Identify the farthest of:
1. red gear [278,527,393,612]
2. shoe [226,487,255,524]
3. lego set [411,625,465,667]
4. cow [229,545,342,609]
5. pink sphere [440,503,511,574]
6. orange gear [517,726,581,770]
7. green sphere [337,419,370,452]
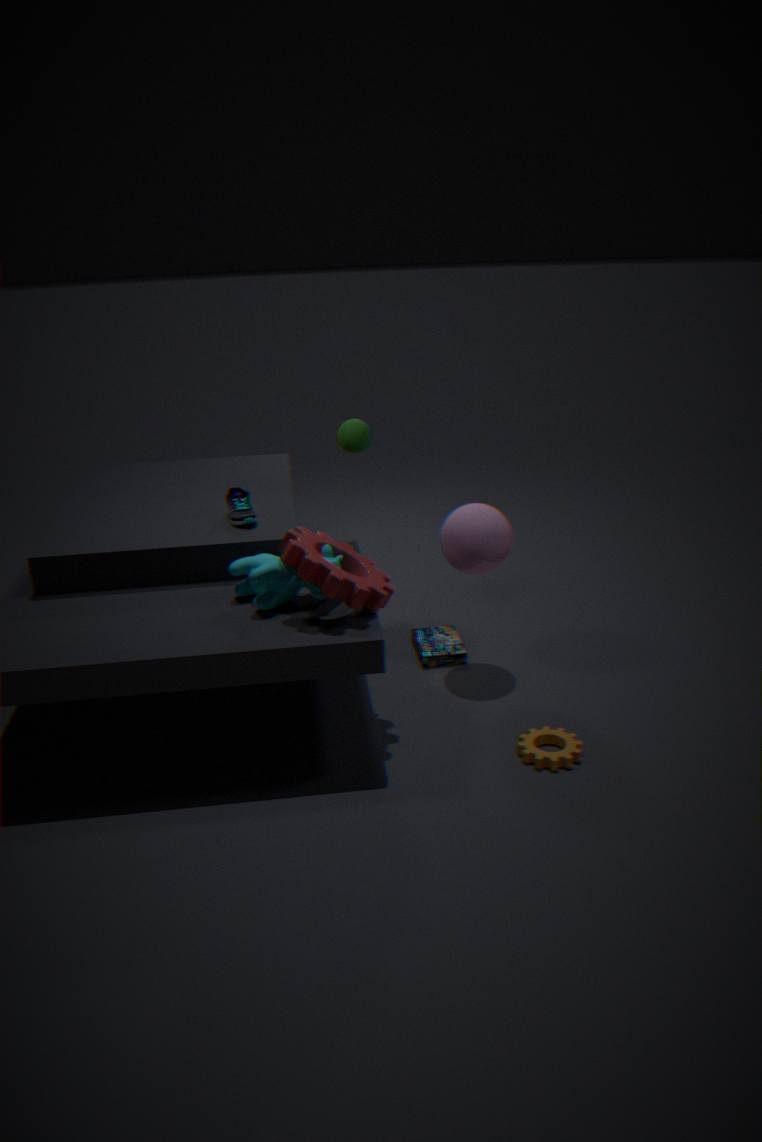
green sphere [337,419,370,452]
